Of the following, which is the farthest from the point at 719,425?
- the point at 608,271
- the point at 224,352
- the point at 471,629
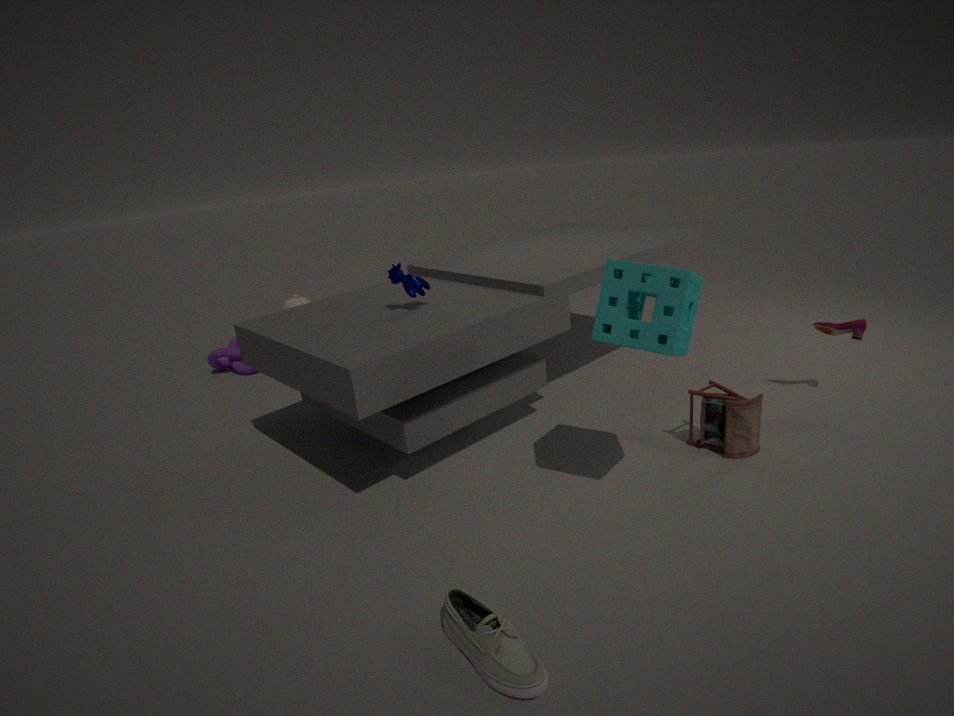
the point at 224,352
